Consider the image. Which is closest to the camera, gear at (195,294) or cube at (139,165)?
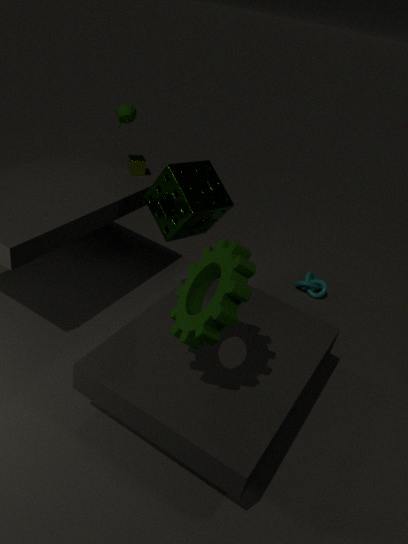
gear at (195,294)
